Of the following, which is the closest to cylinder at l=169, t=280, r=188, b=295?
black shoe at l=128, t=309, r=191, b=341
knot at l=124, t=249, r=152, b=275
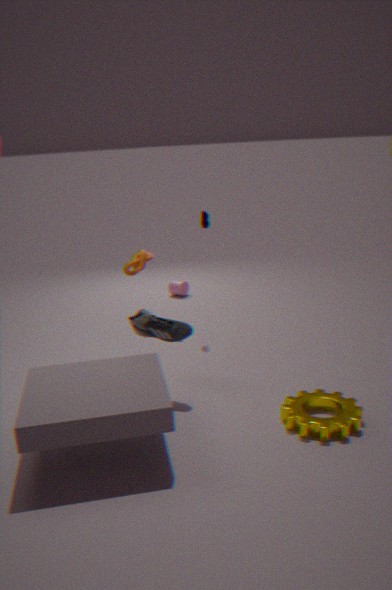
knot at l=124, t=249, r=152, b=275
